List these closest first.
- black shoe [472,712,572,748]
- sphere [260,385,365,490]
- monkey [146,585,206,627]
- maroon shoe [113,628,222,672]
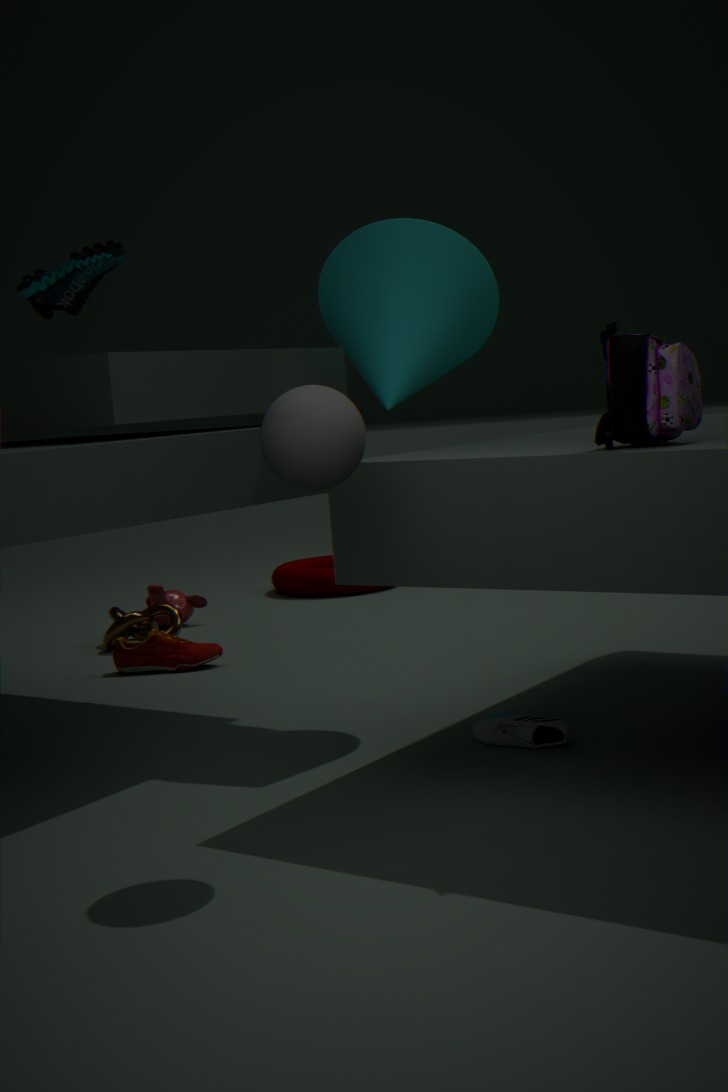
1. sphere [260,385,365,490]
2. black shoe [472,712,572,748]
3. maroon shoe [113,628,222,672]
4. monkey [146,585,206,627]
